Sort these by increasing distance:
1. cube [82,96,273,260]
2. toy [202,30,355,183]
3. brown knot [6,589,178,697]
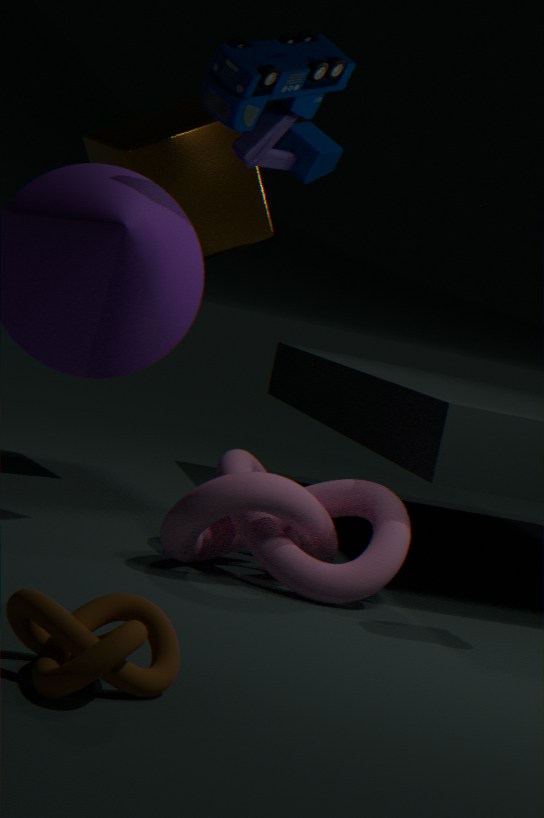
brown knot [6,589,178,697]
toy [202,30,355,183]
cube [82,96,273,260]
